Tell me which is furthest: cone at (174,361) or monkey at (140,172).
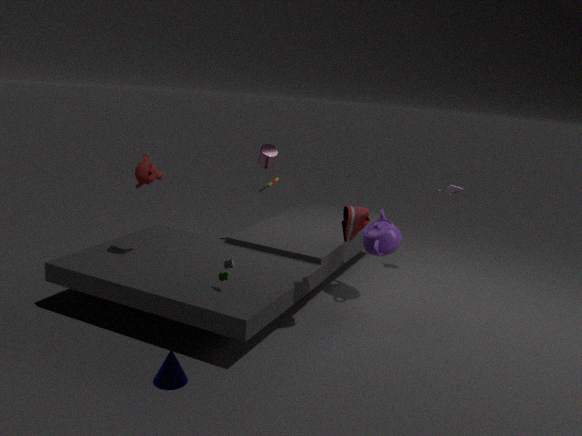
monkey at (140,172)
